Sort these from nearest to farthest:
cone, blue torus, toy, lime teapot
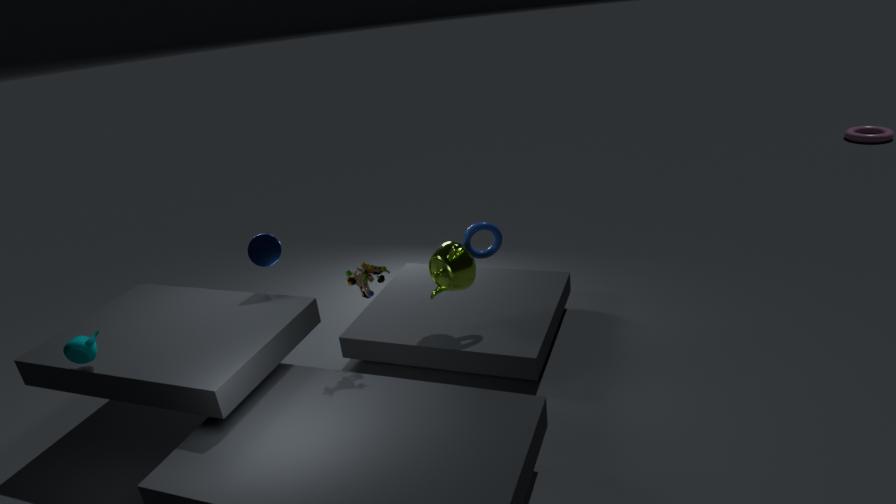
toy → lime teapot → blue torus → cone
